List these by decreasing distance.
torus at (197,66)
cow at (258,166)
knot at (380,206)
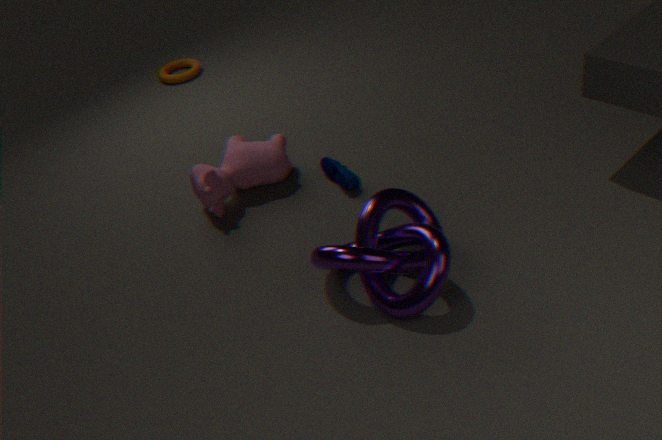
torus at (197,66) < cow at (258,166) < knot at (380,206)
